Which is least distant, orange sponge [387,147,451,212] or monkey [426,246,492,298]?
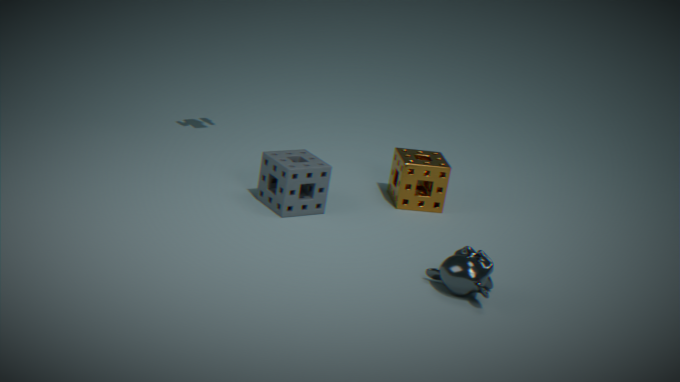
monkey [426,246,492,298]
